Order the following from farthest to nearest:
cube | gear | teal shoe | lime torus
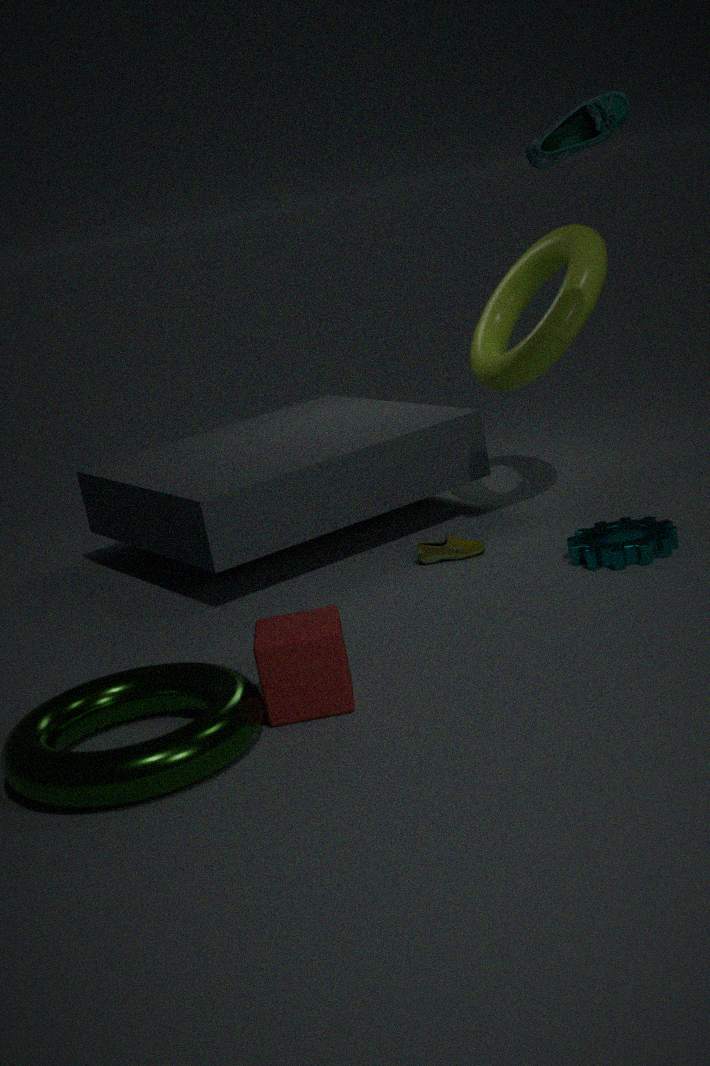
lime torus → gear → teal shoe → cube
